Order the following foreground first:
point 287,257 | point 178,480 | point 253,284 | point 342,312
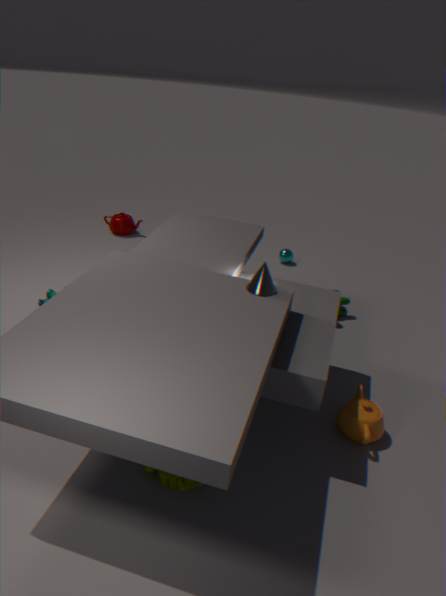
point 178,480
point 253,284
point 342,312
point 287,257
